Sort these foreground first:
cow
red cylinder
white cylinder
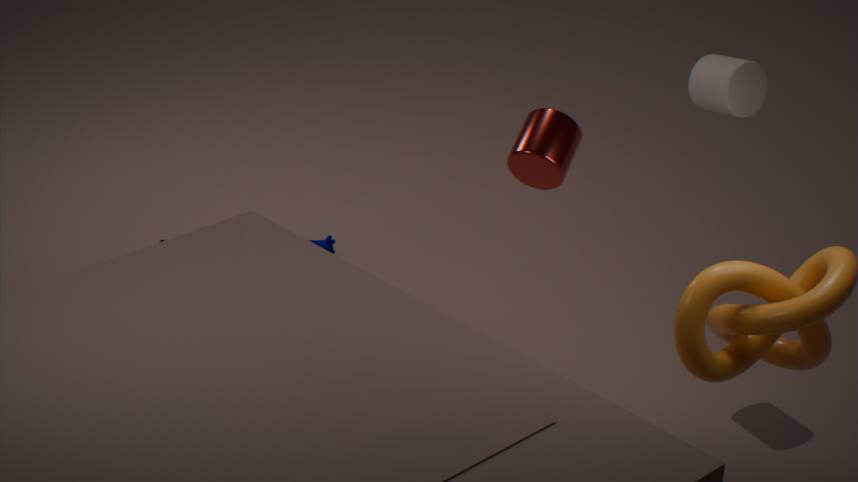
red cylinder, white cylinder, cow
